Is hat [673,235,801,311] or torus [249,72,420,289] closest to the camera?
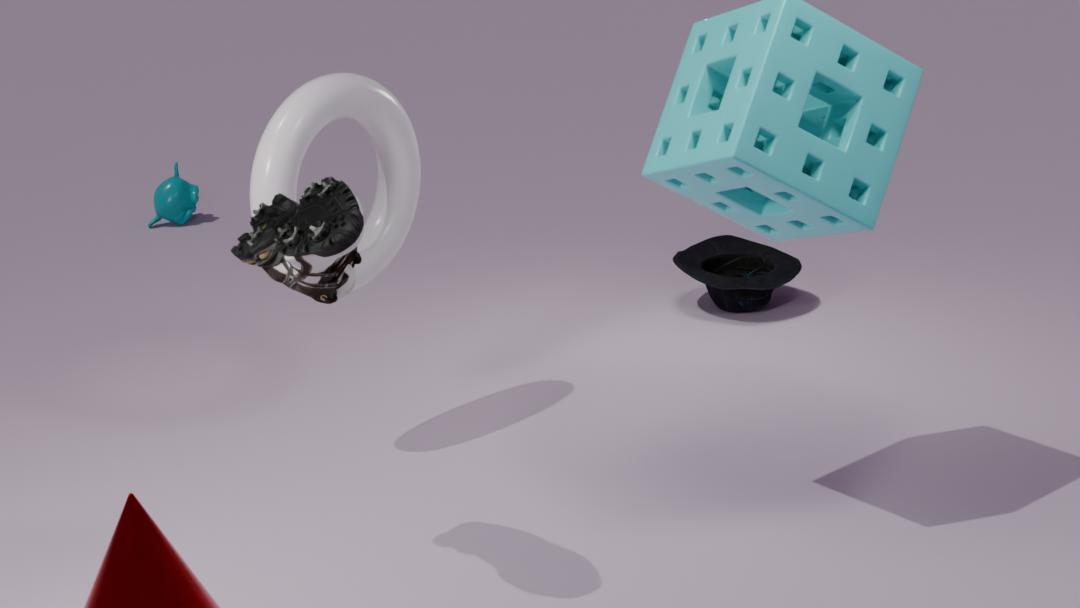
torus [249,72,420,289]
